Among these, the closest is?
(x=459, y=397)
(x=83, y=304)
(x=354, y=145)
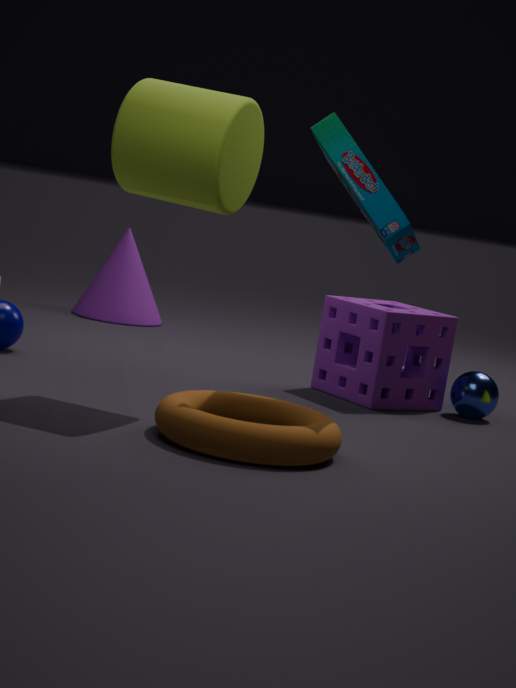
(x=354, y=145)
